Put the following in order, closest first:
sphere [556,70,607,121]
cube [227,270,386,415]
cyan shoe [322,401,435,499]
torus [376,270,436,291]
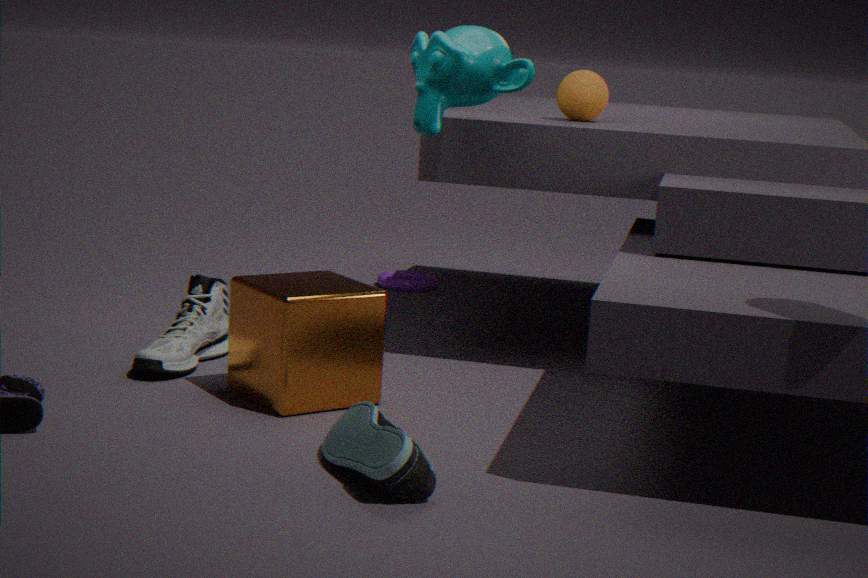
cyan shoe [322,401,435,499] < cube [227,270,386,415] < sphere [556,70,607,121] < torus [376,270,436,291]
